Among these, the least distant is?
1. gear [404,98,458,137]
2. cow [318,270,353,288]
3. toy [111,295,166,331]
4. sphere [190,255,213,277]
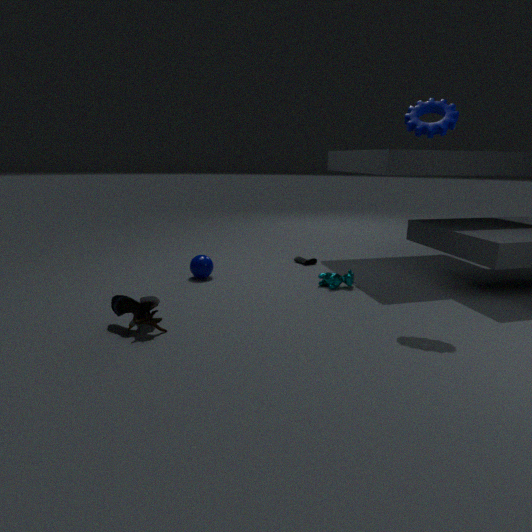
toy [111,295,166,331]
